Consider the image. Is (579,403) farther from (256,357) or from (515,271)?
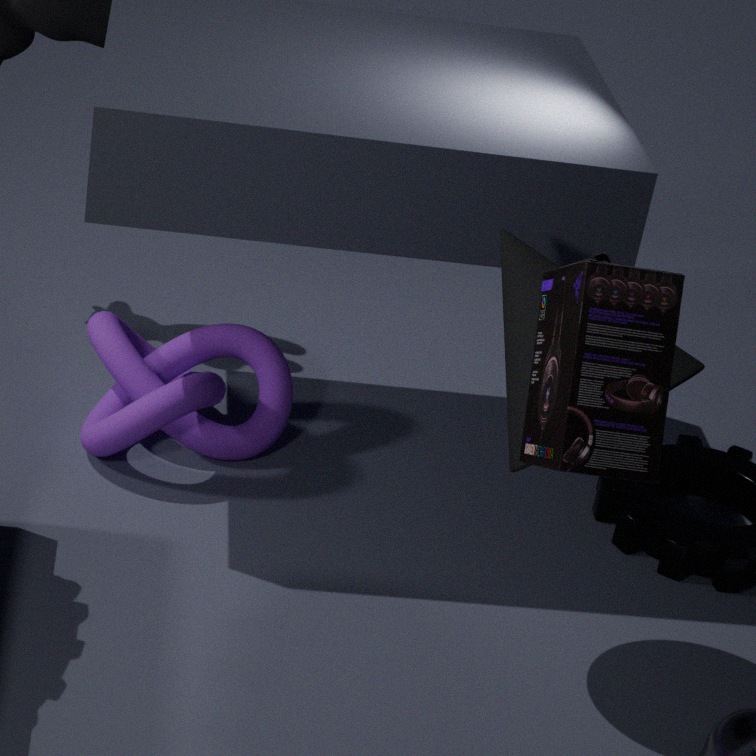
(256,357)
